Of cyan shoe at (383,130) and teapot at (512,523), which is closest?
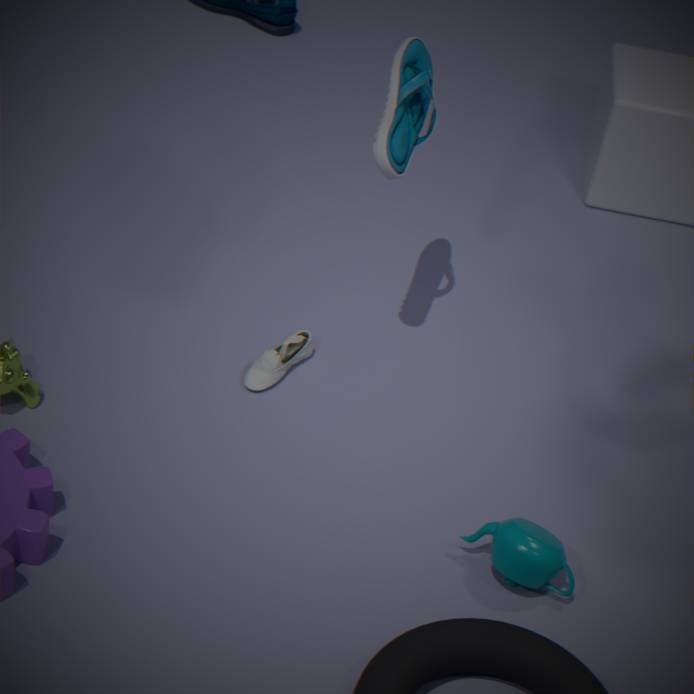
teapot at (512,523)
